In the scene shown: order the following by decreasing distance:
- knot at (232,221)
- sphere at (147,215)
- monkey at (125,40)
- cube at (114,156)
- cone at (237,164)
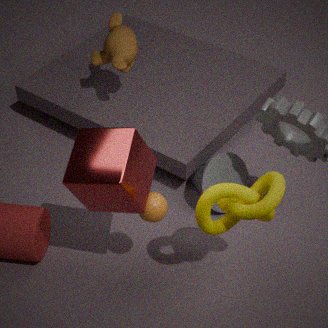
→ monkey at (125,40)
cone at (237,164)
sphere at (147,215)
knot at (232,221)
cube at (114,156)
